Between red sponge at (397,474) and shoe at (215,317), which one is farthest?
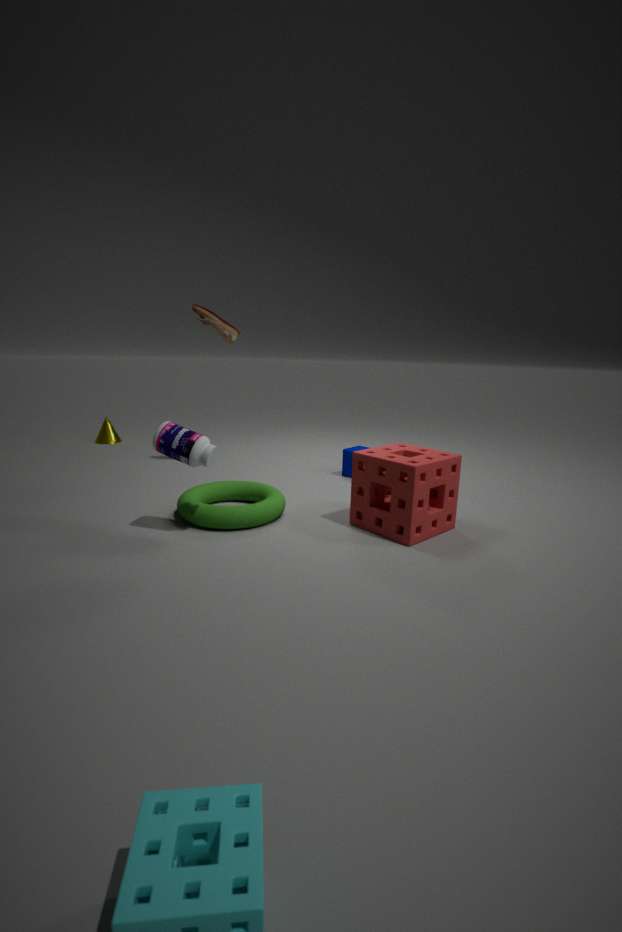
shoe at (215,317)
